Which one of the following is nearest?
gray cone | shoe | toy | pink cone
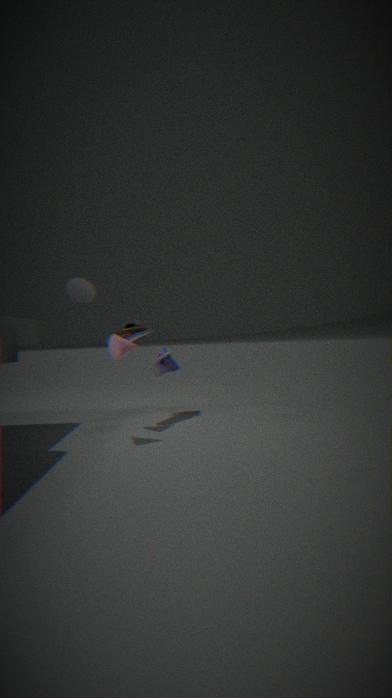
gray cone
